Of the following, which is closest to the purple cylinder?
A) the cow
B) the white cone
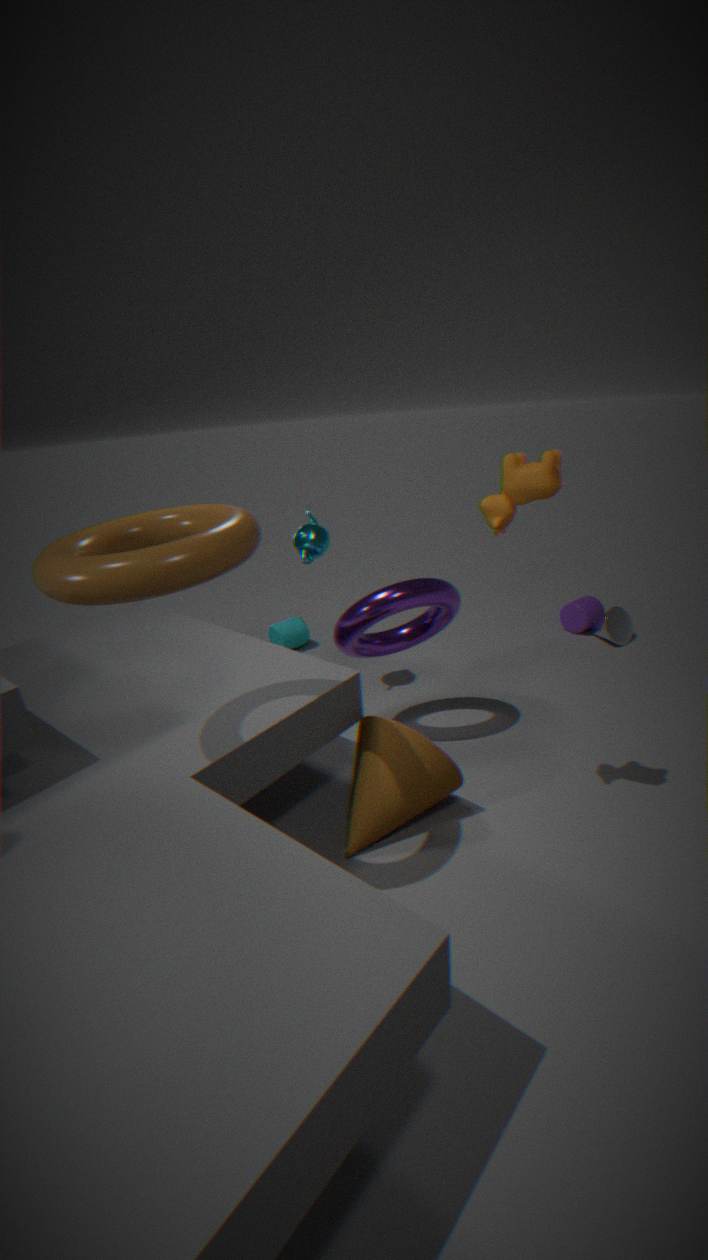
the white cone
